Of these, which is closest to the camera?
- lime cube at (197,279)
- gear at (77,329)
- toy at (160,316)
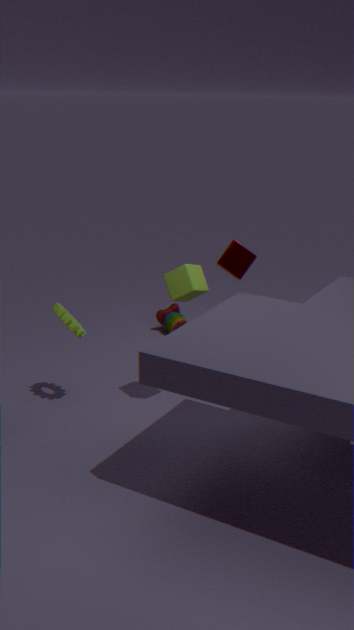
lime cube at (197,279)
